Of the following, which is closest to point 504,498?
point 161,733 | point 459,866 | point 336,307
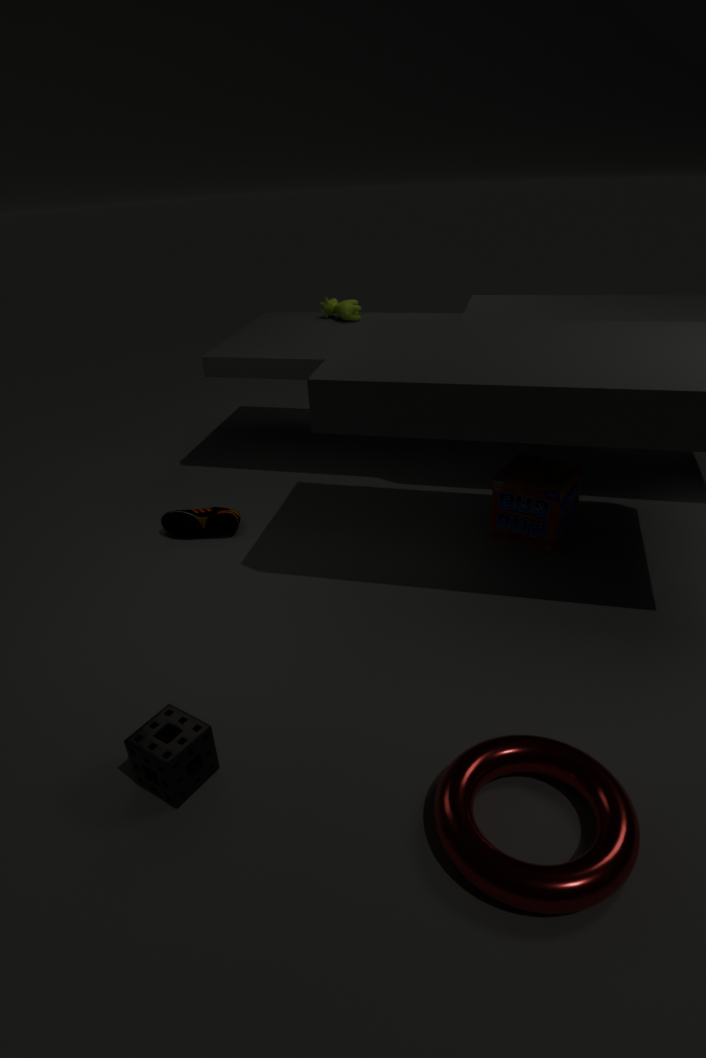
point 459,866
